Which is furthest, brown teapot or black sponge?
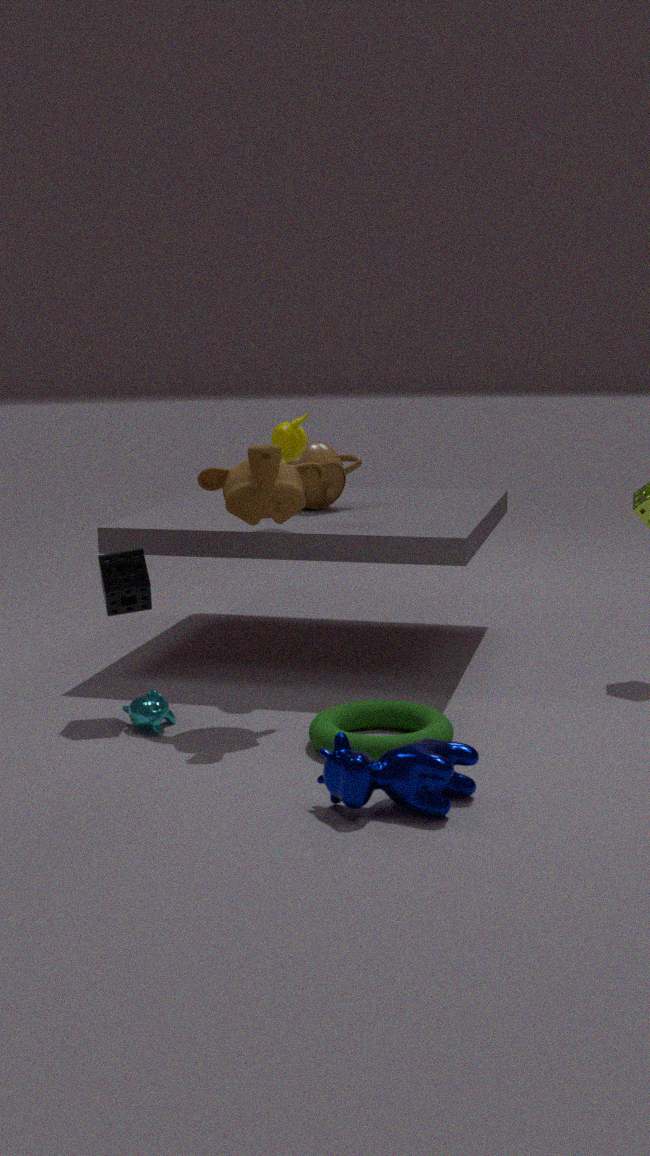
brown teapot
